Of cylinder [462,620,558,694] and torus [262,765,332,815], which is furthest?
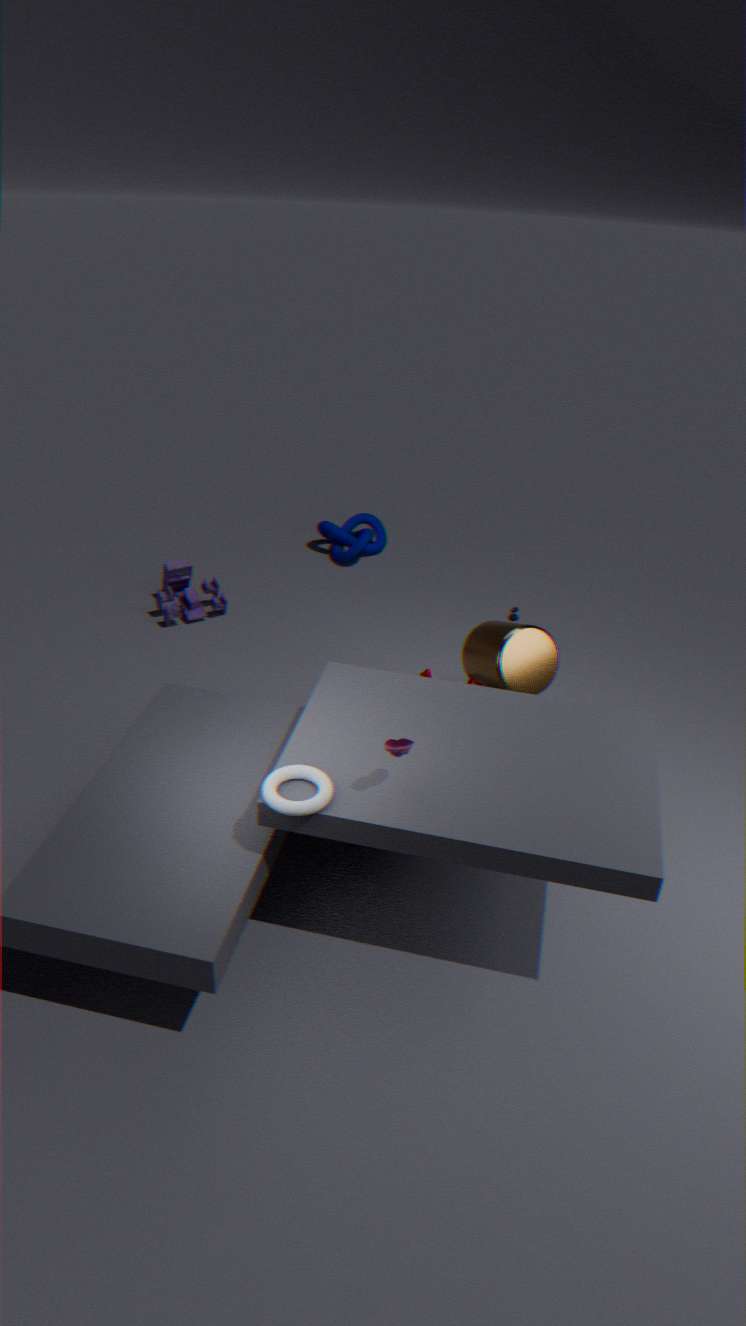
cylinder [462,620,558,694]
